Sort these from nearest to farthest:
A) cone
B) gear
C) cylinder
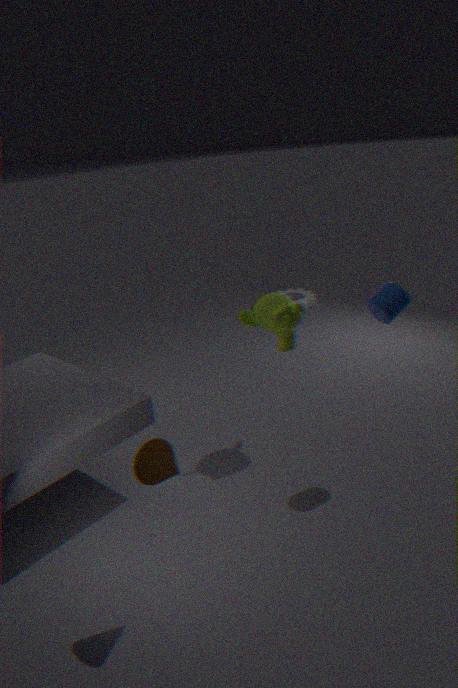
cone, cylinder, gear
